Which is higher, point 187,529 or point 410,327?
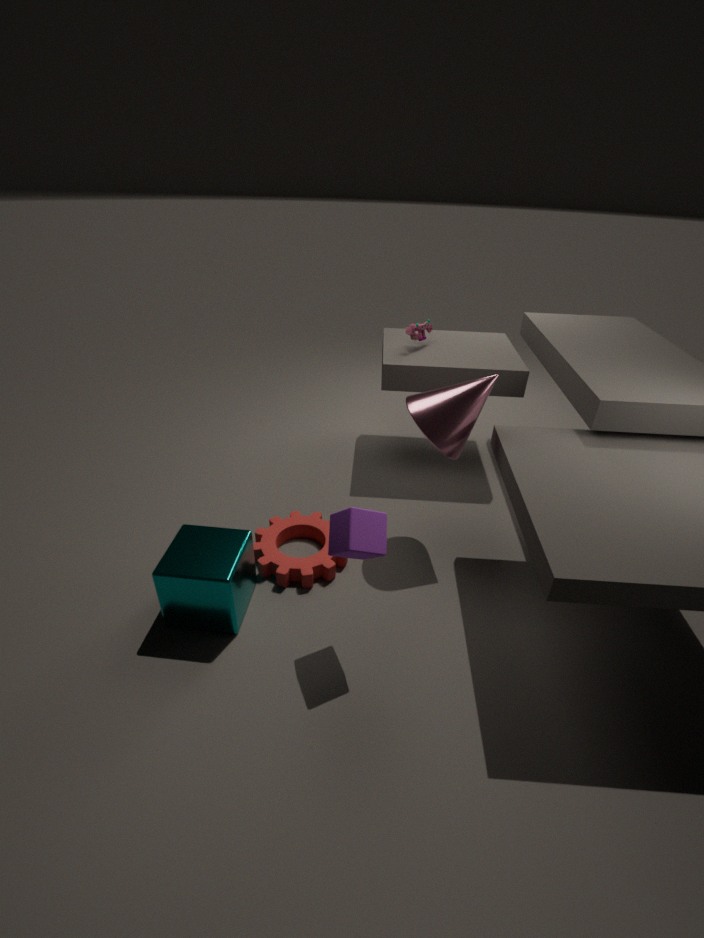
A: point 410,327
